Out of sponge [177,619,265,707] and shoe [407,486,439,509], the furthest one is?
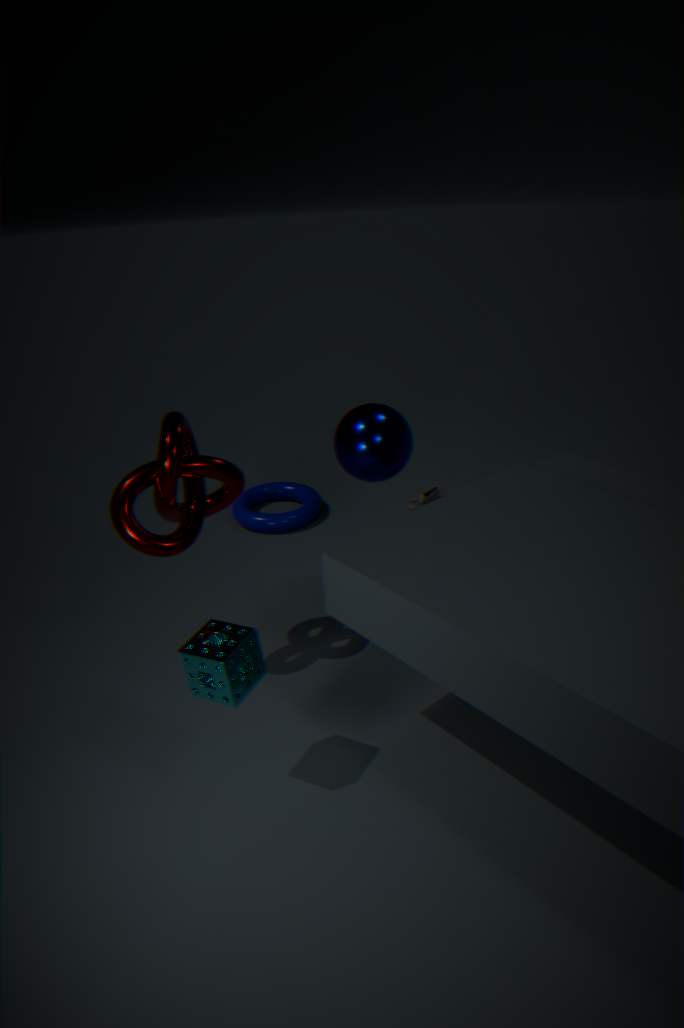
shoe [407,486,439,509]
